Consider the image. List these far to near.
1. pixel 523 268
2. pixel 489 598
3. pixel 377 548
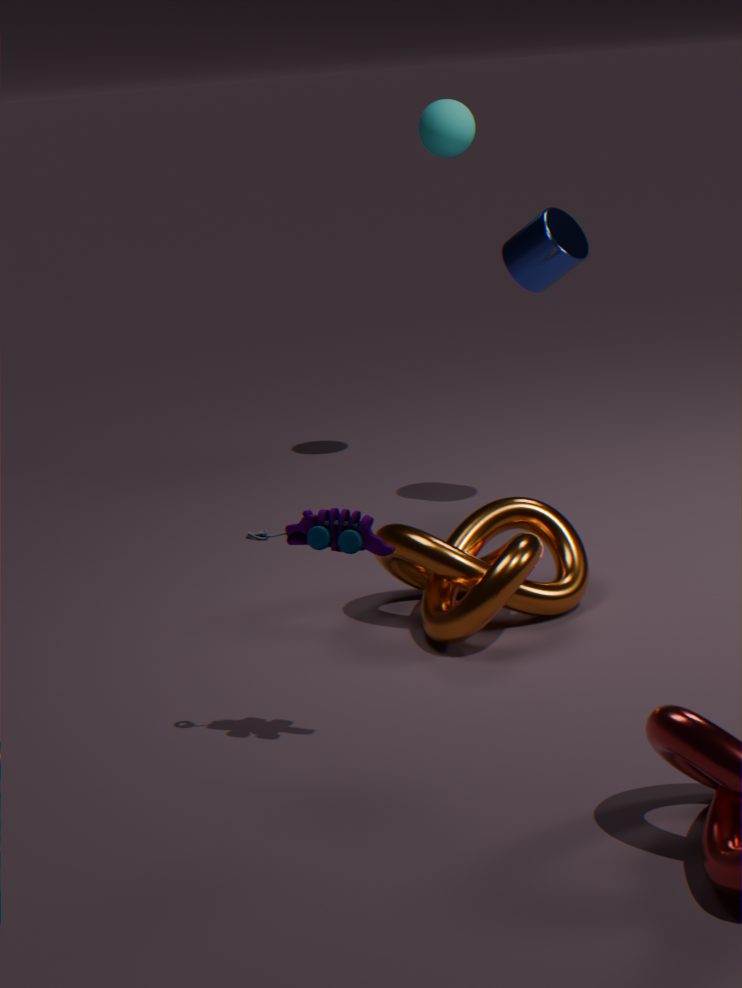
pixel 523 268 → pixel 489 598 → pixel 377 548
